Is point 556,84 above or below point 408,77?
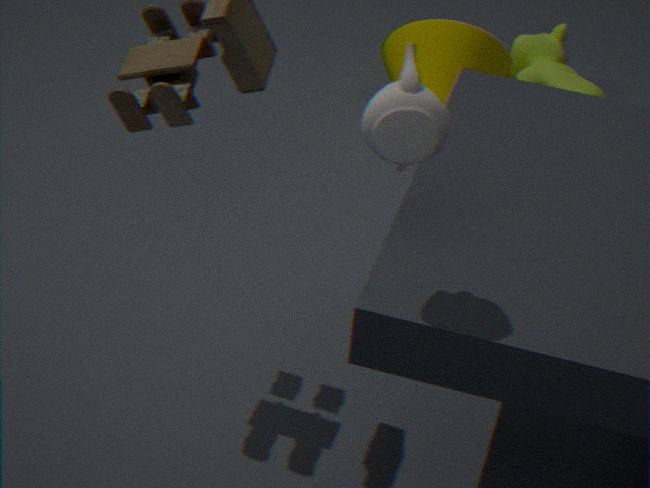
below
